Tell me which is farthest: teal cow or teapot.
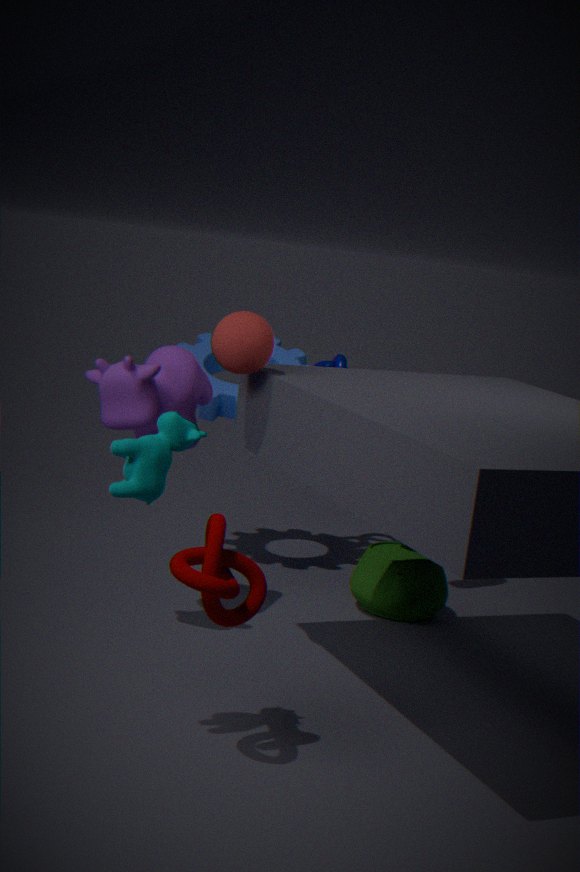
teapot
